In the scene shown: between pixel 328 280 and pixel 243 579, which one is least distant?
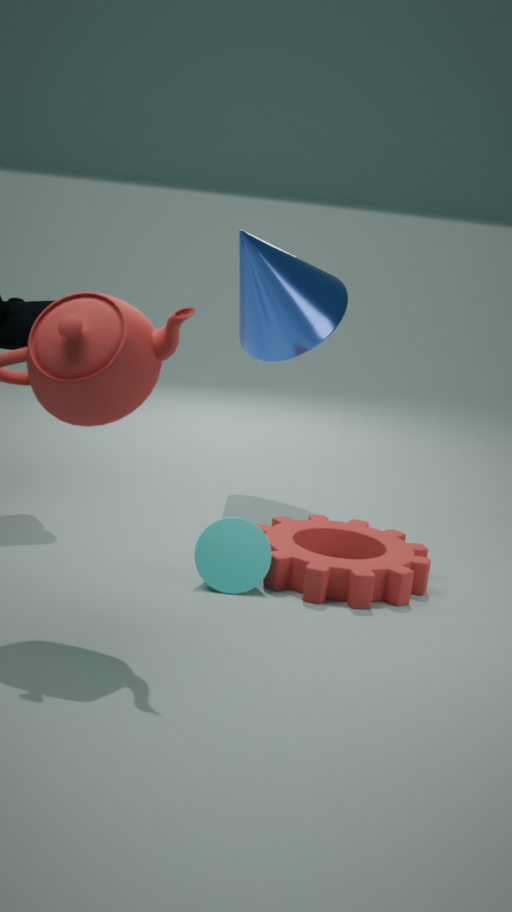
pixel 243 579
